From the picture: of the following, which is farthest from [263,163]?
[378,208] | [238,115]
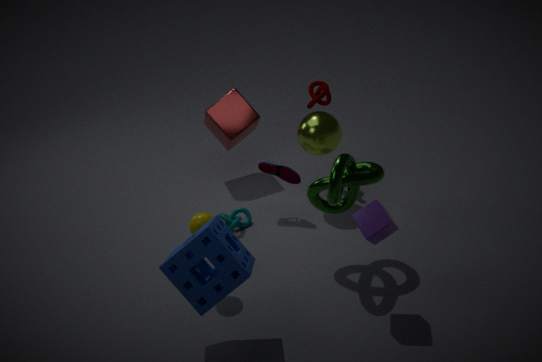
[378,208]
